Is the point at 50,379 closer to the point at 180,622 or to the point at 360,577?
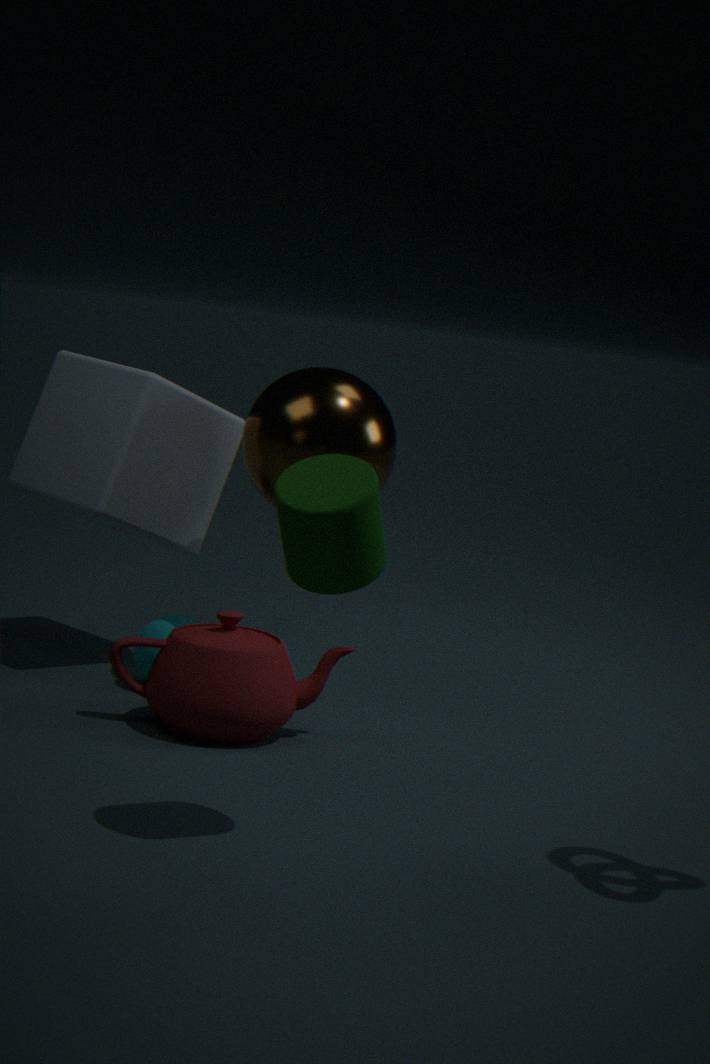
the point at 180,622
